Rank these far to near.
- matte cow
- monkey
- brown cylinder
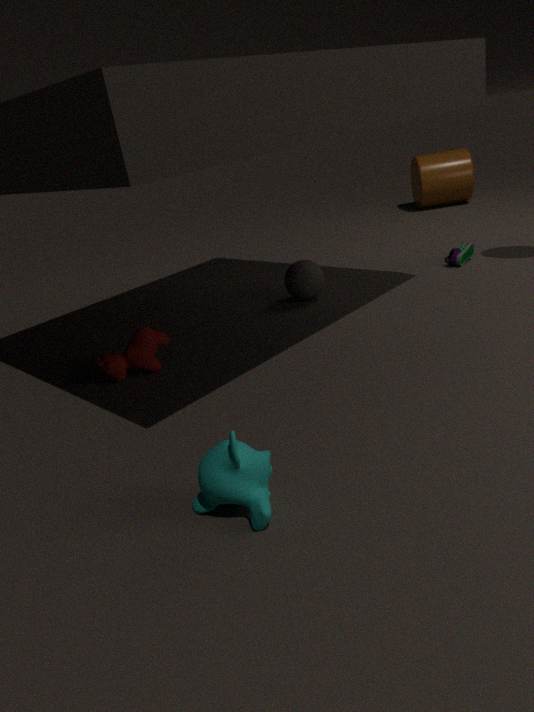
brown cylinder < matte cow < monkey
